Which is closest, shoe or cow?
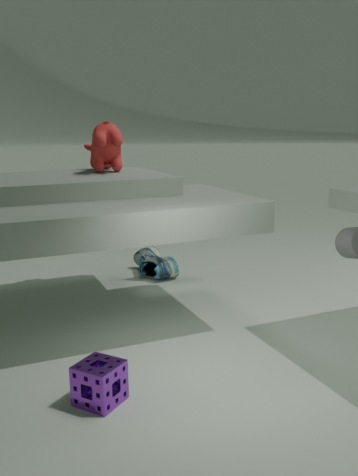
cow
